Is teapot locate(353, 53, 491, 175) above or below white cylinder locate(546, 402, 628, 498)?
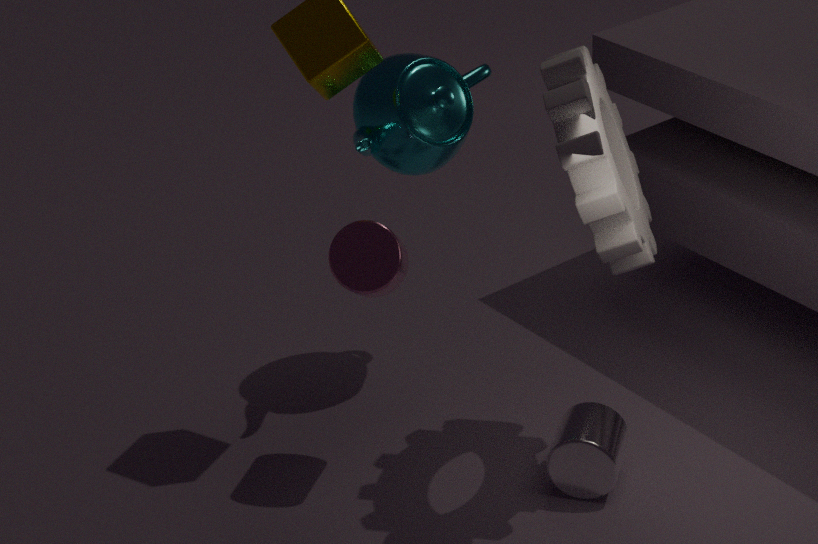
above
